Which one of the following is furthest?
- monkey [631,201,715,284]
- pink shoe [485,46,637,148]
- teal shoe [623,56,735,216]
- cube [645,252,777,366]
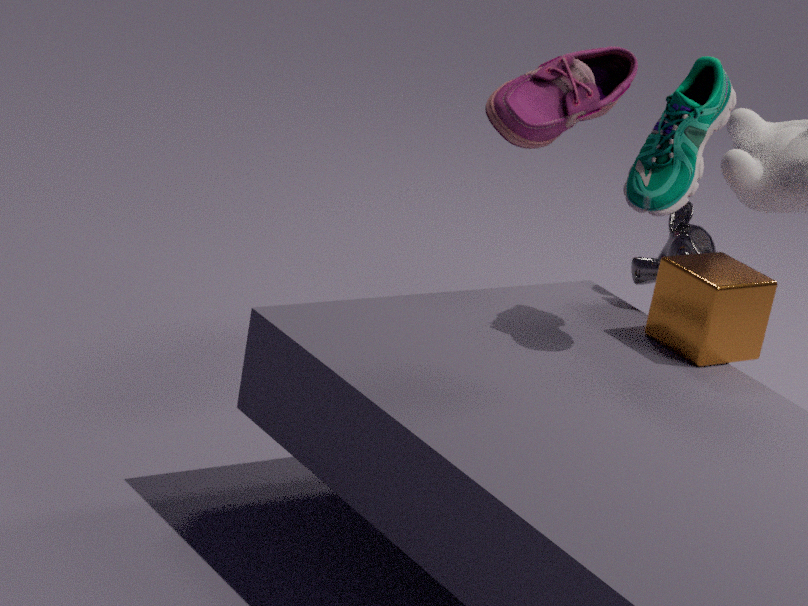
pink shoe [485,46,637,148]
